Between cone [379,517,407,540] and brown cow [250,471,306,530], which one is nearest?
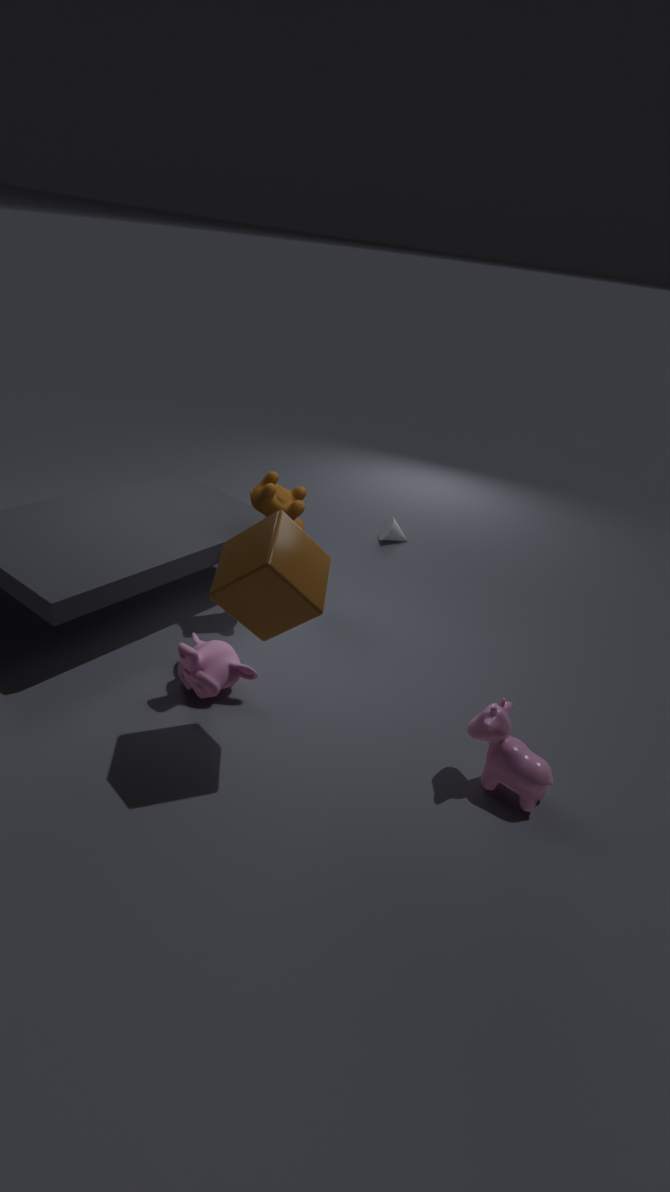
brown cow [250,471,306,530]
